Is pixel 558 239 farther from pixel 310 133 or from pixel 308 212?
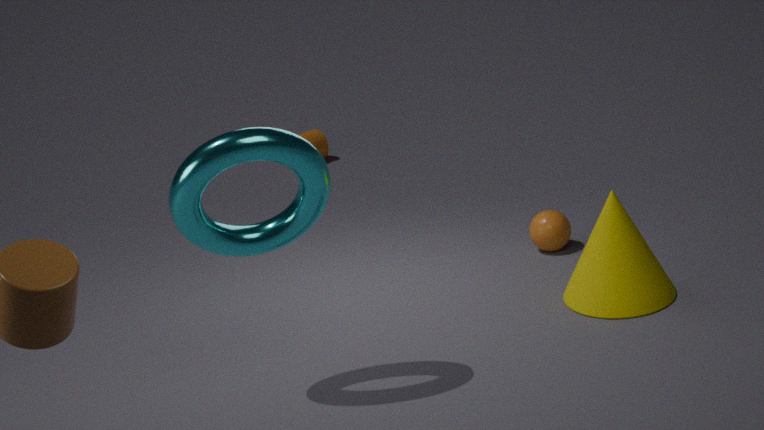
pixel 310 133
